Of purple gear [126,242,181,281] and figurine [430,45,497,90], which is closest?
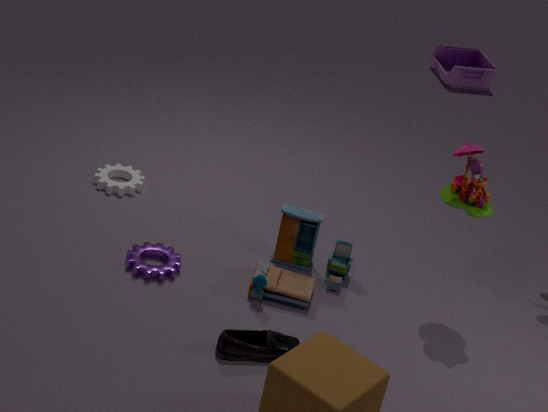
purple gear [126,242,181,281]
